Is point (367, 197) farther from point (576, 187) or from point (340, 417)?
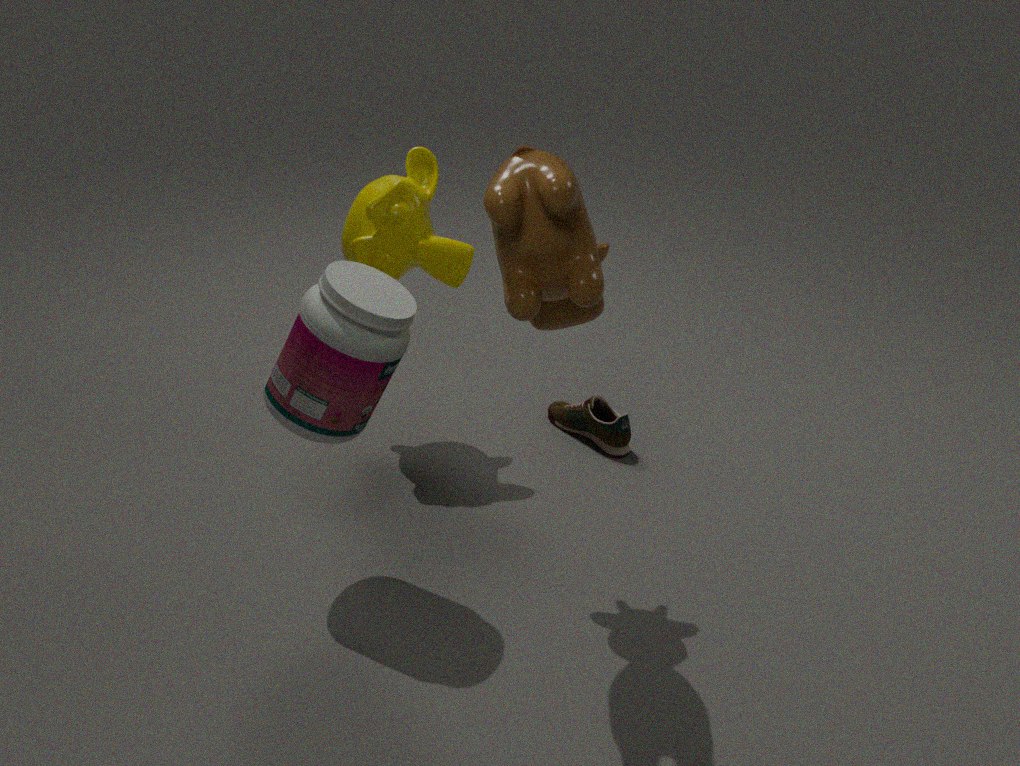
point (576, 187)
